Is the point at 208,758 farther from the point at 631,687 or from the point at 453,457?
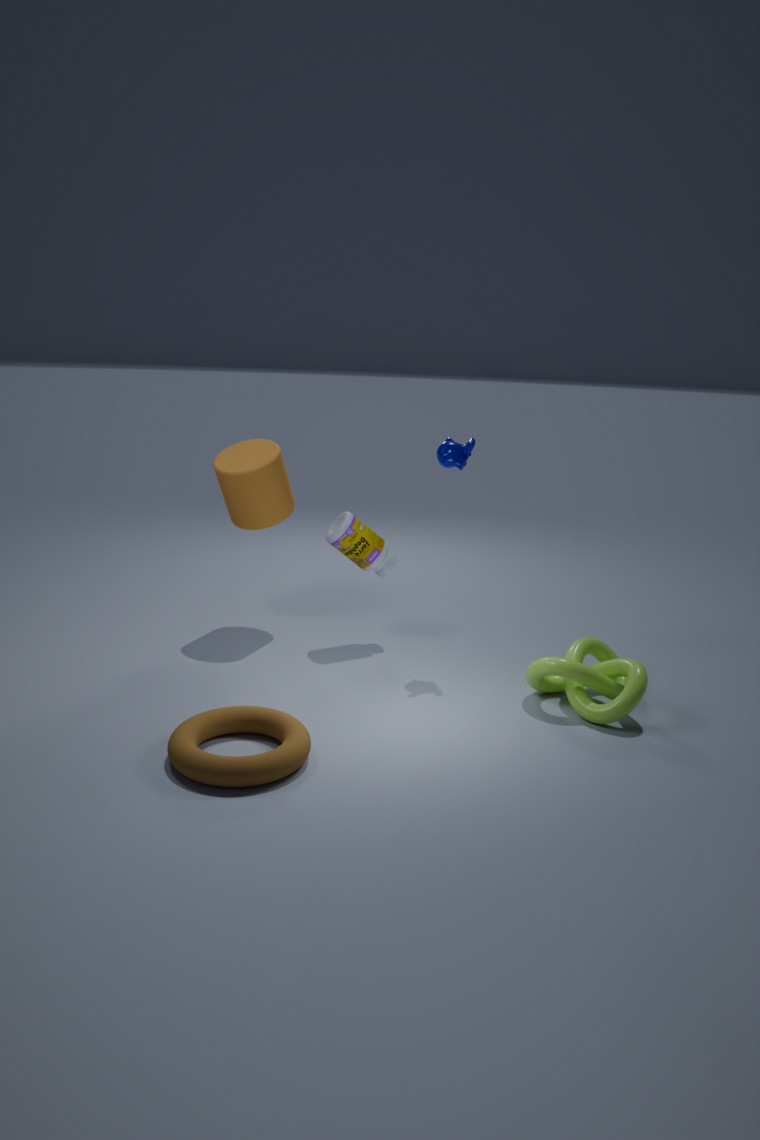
the point at 453,457
